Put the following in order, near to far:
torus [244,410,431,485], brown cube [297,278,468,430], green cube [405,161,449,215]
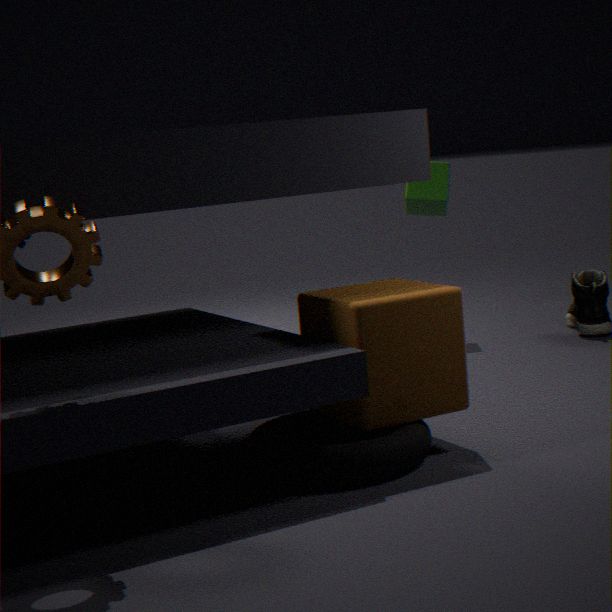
Result: torus [244,410,431,485] → brown cube [297,278,468,430] → green cube [405,161,449,215]
